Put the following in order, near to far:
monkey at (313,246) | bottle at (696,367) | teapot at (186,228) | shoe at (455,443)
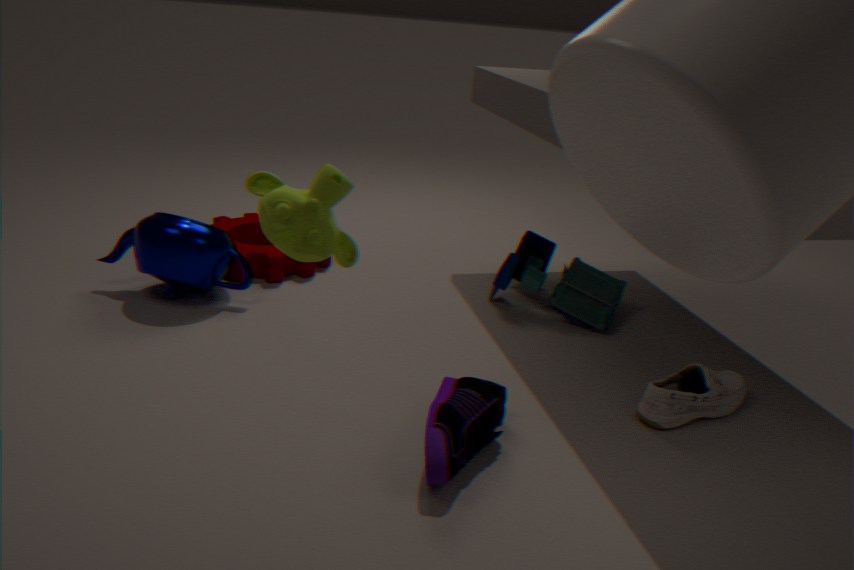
monkey at (313,246)
shoe at (455,443)
bottle at (696,367)
teapot at (186,228)
